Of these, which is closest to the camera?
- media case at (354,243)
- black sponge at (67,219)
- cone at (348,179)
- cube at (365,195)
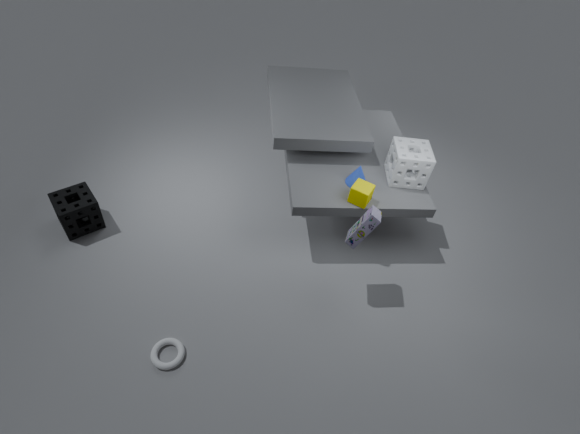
media case at (354,243)
